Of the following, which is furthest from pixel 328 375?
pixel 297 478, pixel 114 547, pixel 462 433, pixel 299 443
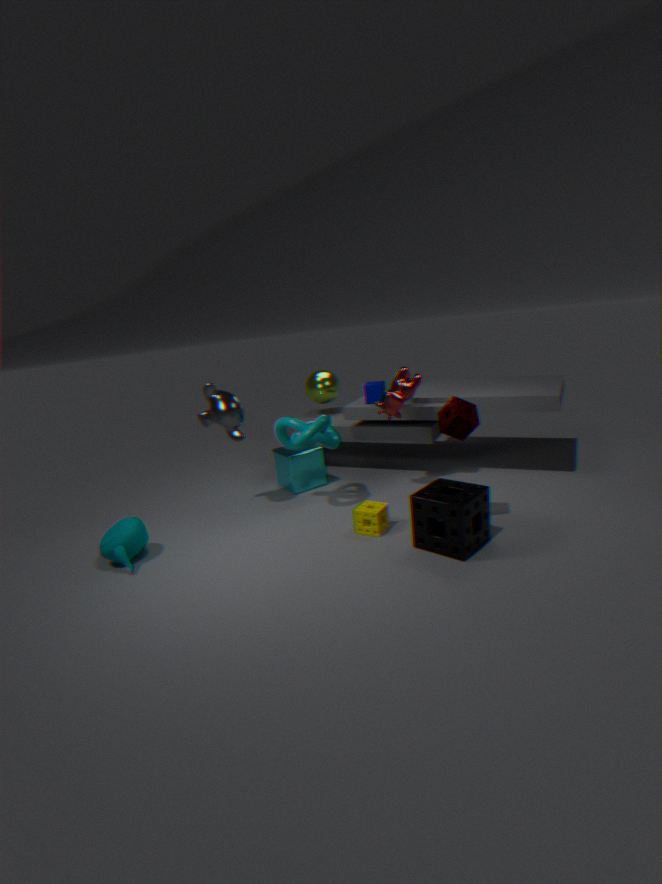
pixel 114 547
